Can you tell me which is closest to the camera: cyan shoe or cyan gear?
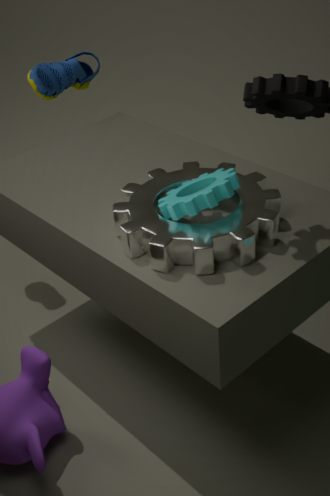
cyan gear
